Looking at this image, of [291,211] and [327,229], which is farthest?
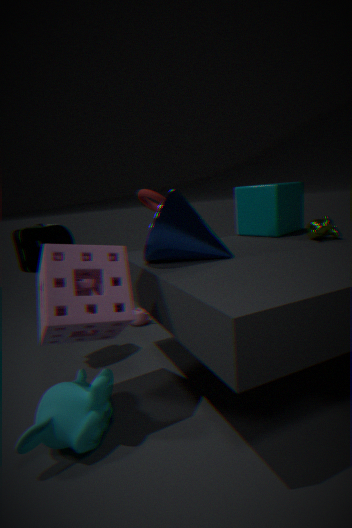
[291,211]
